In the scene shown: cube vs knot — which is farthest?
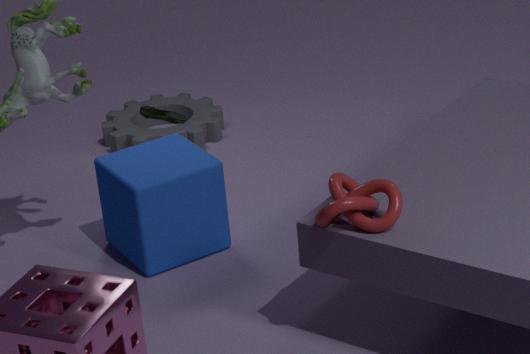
cube
